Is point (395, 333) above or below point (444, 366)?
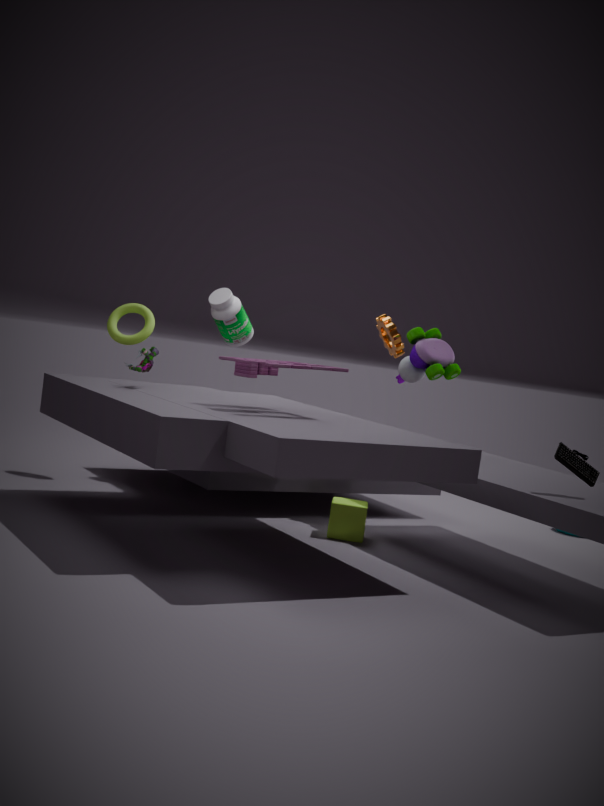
above
